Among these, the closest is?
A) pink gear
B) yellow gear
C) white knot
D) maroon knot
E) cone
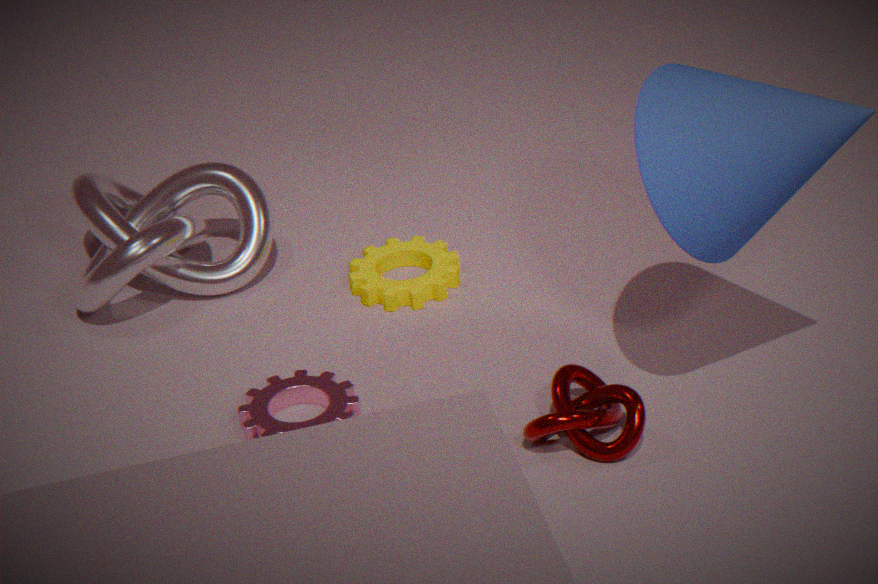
cone
